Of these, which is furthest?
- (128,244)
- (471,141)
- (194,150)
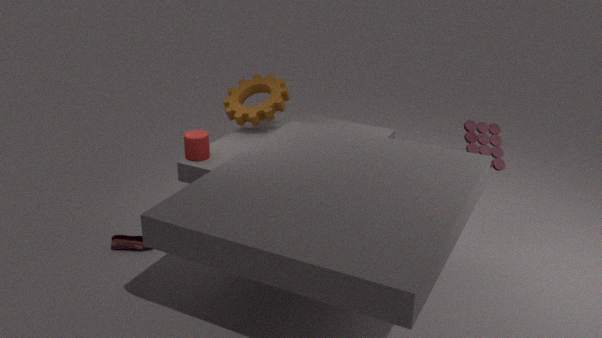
(471,141)
